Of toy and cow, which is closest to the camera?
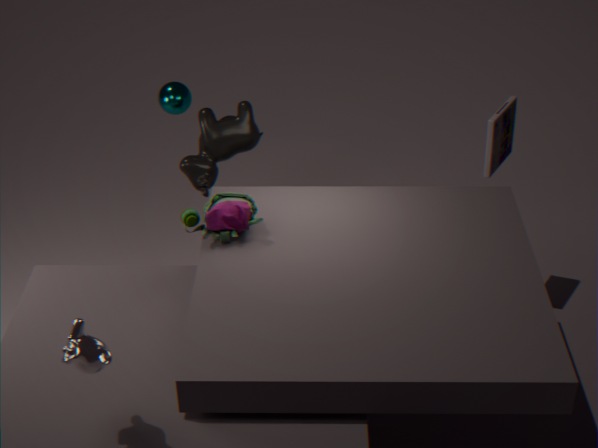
toy
